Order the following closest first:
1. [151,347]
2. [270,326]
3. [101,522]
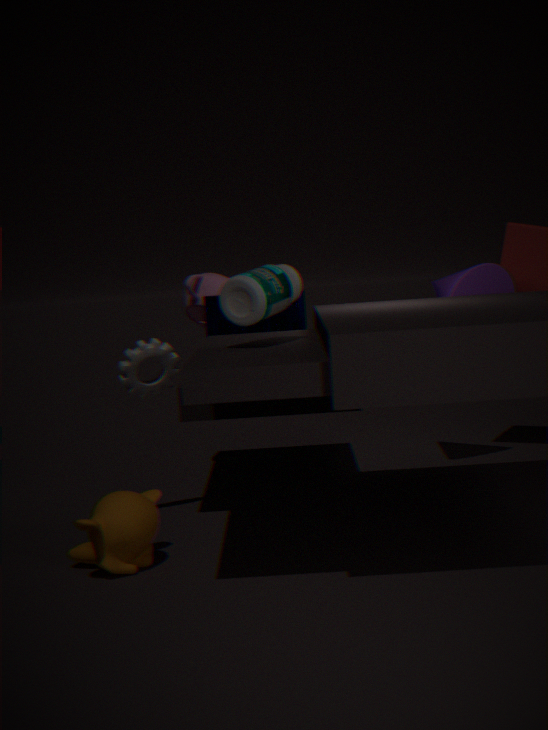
1. [101,522]
2. [151,347]
3. [270,326]
